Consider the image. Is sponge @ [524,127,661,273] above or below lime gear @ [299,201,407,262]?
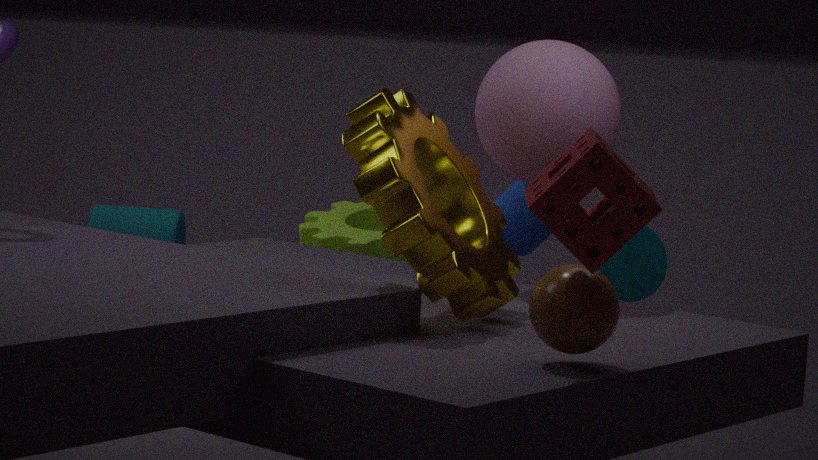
above
